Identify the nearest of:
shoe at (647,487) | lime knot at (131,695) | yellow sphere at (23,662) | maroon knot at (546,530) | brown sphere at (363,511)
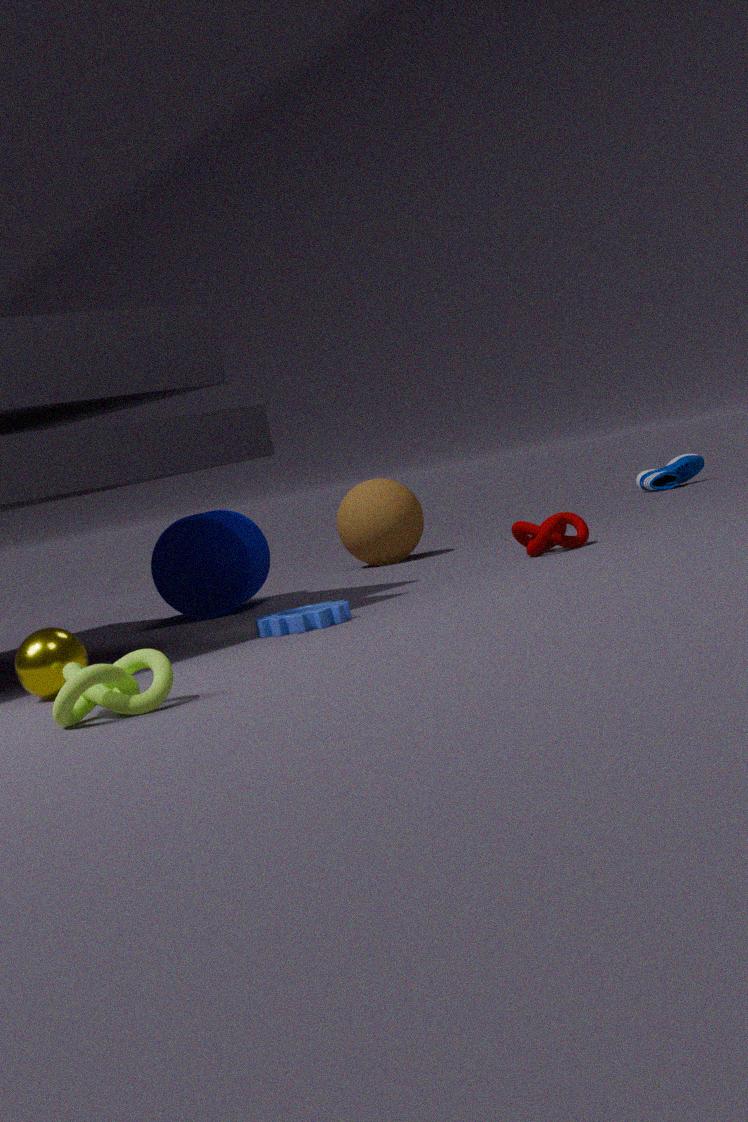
lime knot at (131,695)
